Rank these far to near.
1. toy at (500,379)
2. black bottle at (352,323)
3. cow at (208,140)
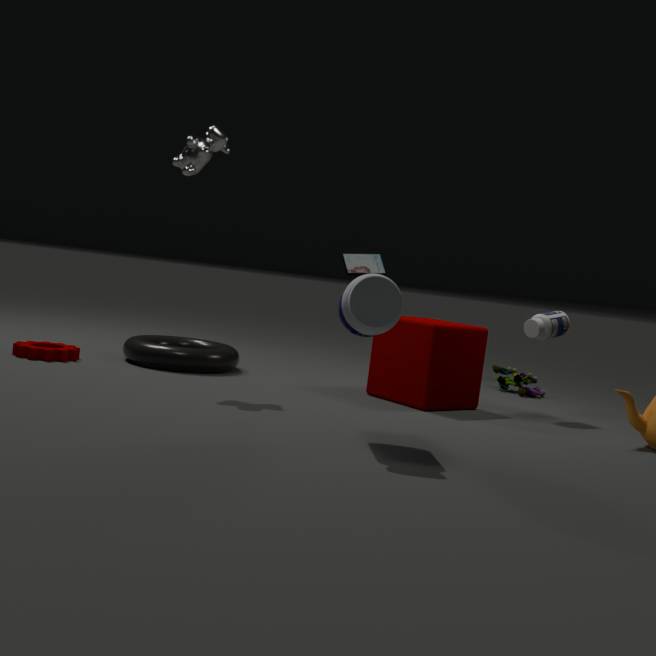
toy at (500,379)
cow at (208,140)
black bottle at (352,323)
